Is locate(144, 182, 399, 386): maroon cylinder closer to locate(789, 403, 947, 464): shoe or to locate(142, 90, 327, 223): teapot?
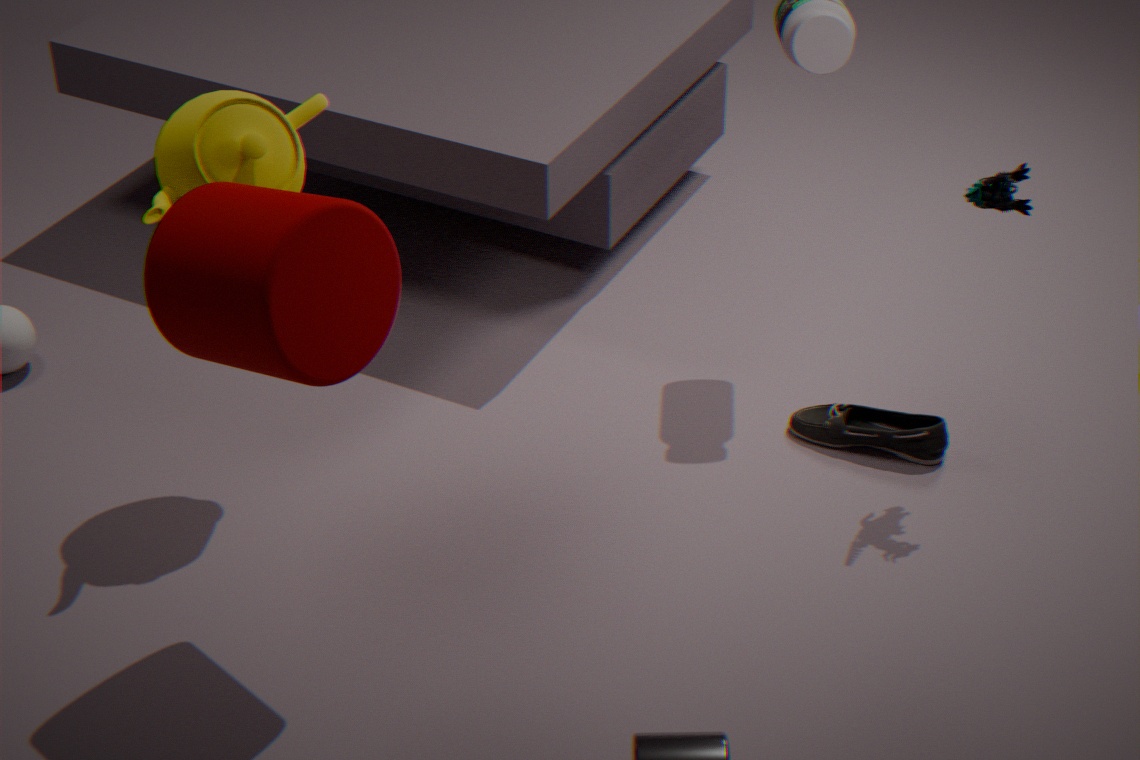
locate(142, 90, 327, 223): teapot
